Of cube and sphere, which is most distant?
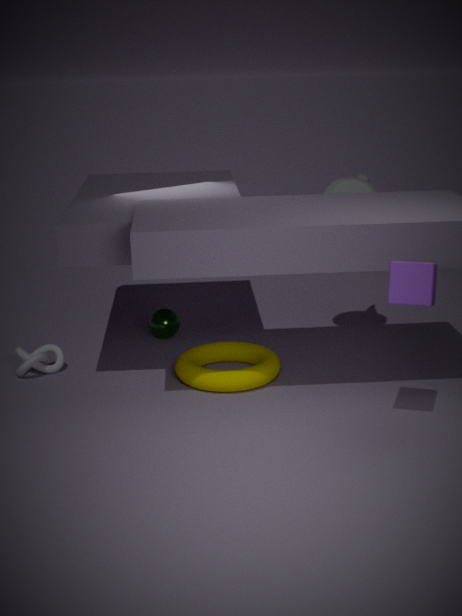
sphere
